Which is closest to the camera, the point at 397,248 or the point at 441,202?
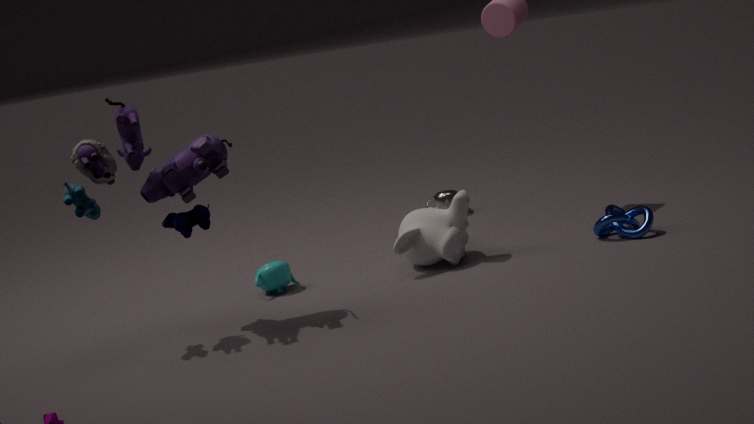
the point at 397,248
